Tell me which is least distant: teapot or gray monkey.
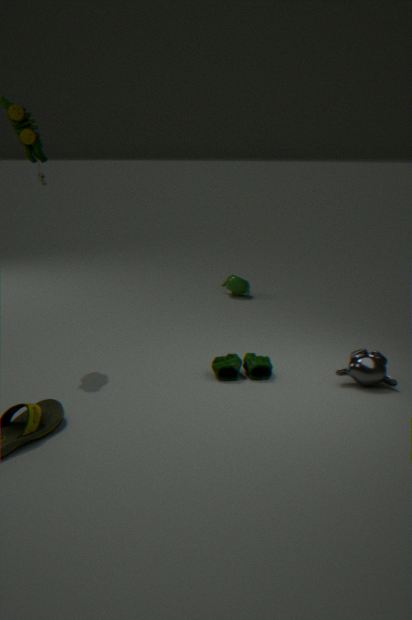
gray monkey
